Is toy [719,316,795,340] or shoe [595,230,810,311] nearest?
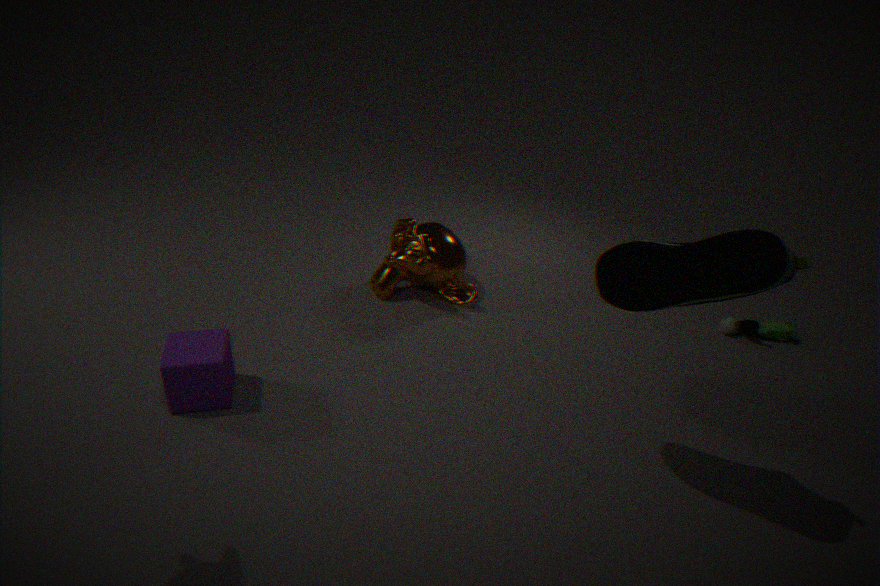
shoe [595,230,810,311]
